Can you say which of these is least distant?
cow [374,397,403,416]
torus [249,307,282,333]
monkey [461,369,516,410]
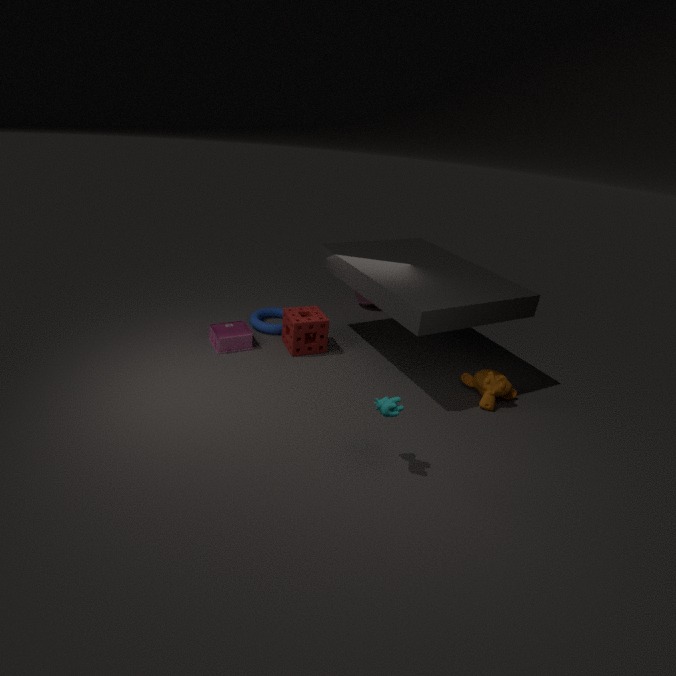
cow [374,397,403,416]
